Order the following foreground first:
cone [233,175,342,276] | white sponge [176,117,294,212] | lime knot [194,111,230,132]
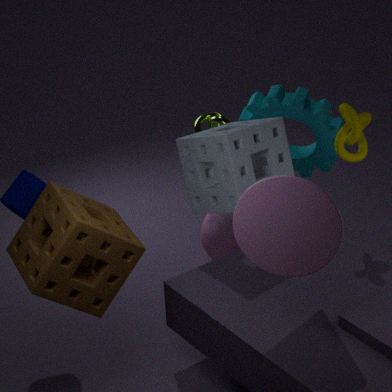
cone [233,175,342,276]
white sponge [176,117,294,212]
lime knot [194,111,230,132]
